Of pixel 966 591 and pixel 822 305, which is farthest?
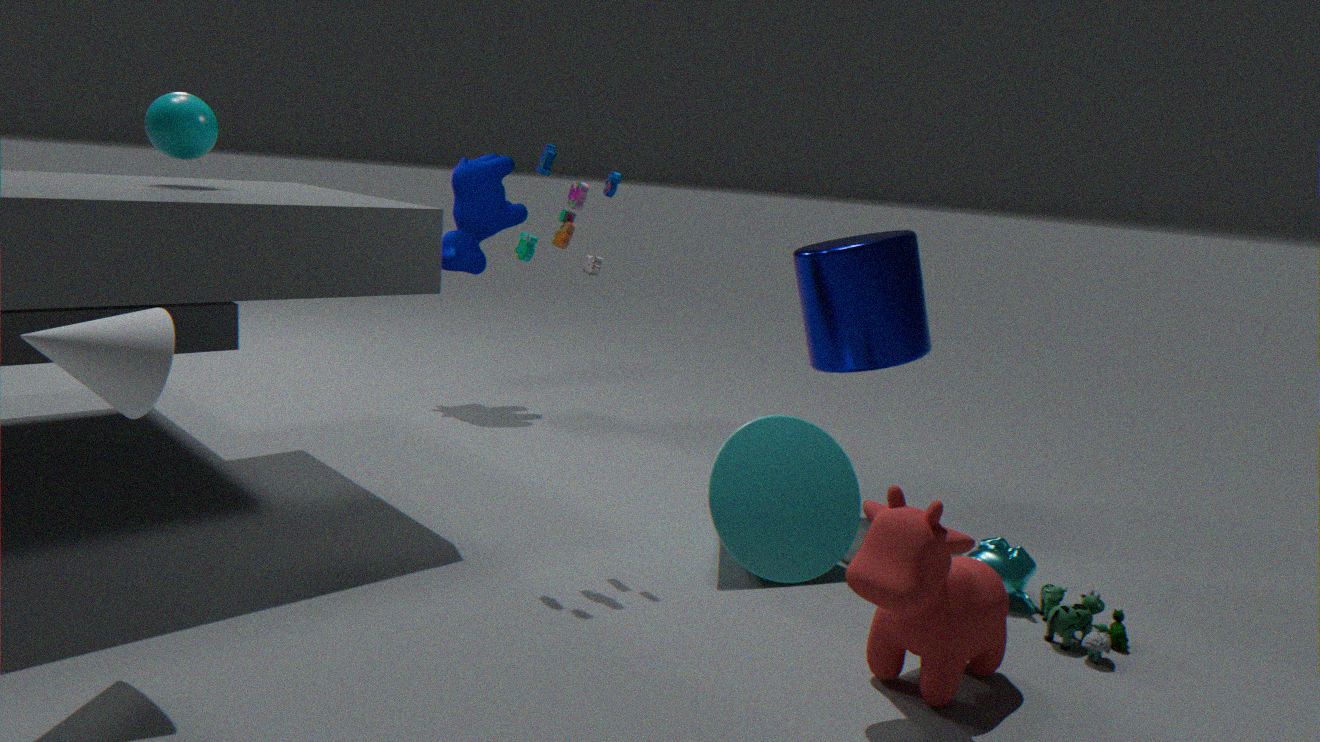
pixel 822 305
